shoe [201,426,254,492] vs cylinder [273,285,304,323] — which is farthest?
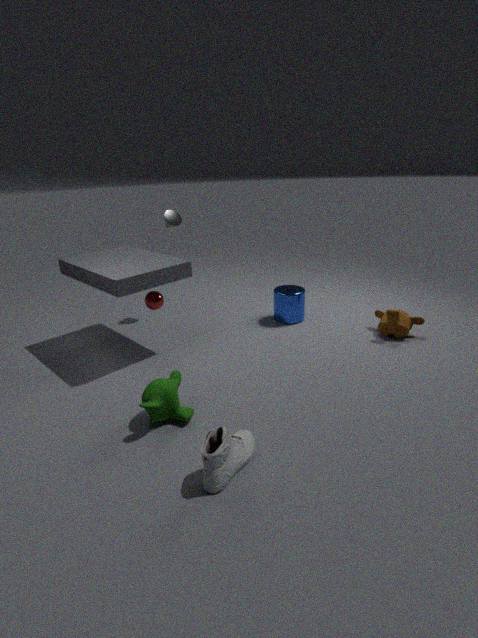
cylinder [273,285,304,323]
